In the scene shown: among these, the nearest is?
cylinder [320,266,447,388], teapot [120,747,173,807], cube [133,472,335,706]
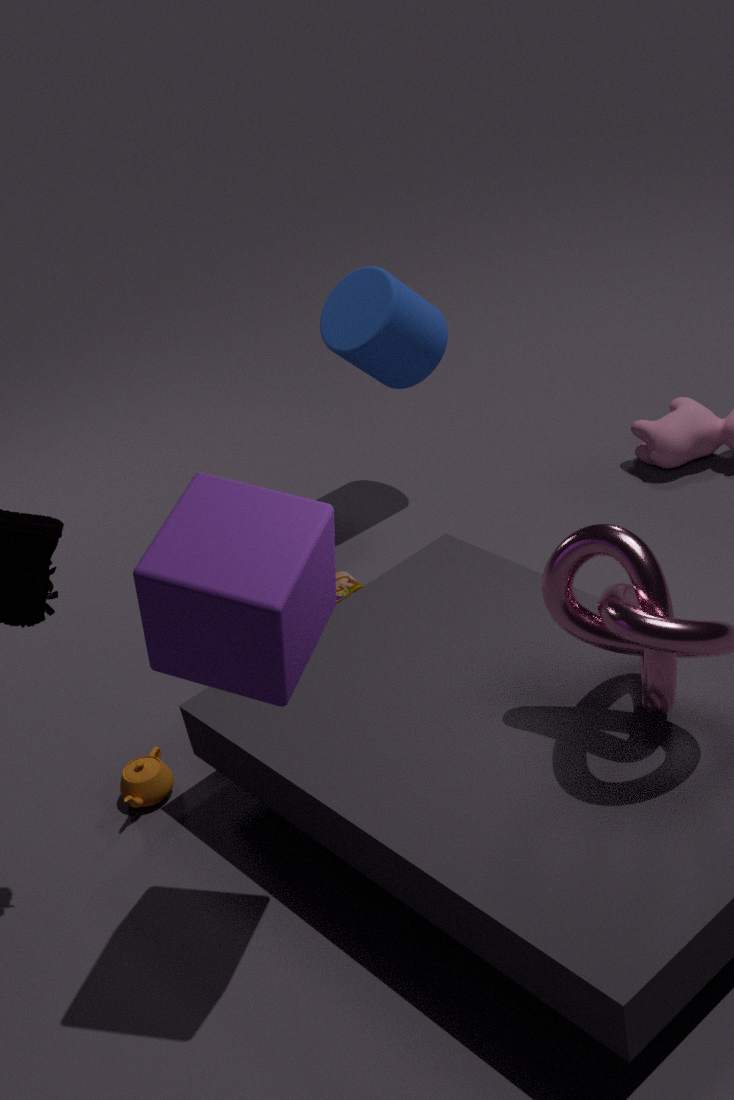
cube [133,472,335,706]
